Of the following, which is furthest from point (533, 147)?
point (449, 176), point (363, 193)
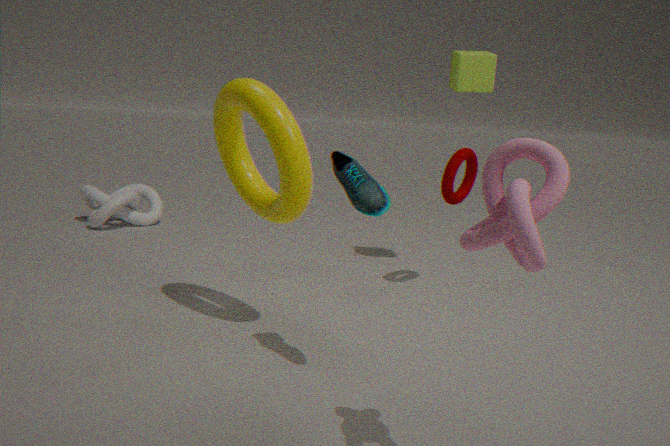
point (449, 176)
